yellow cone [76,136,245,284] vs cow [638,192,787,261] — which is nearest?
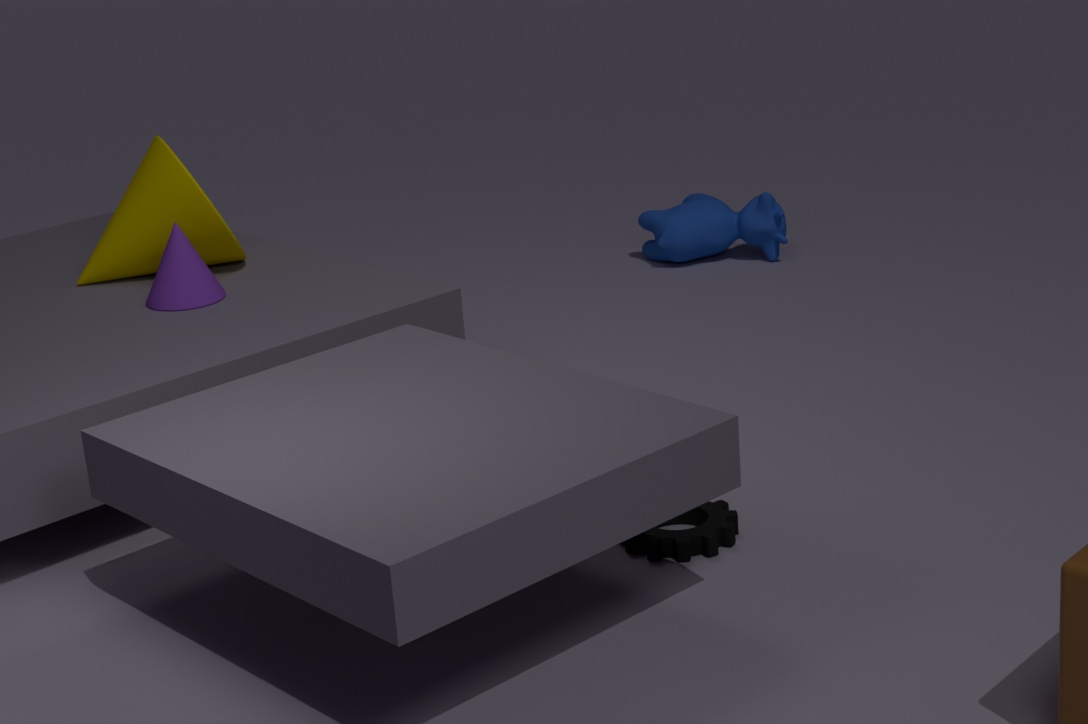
yellow cone [76,136,245,284]
